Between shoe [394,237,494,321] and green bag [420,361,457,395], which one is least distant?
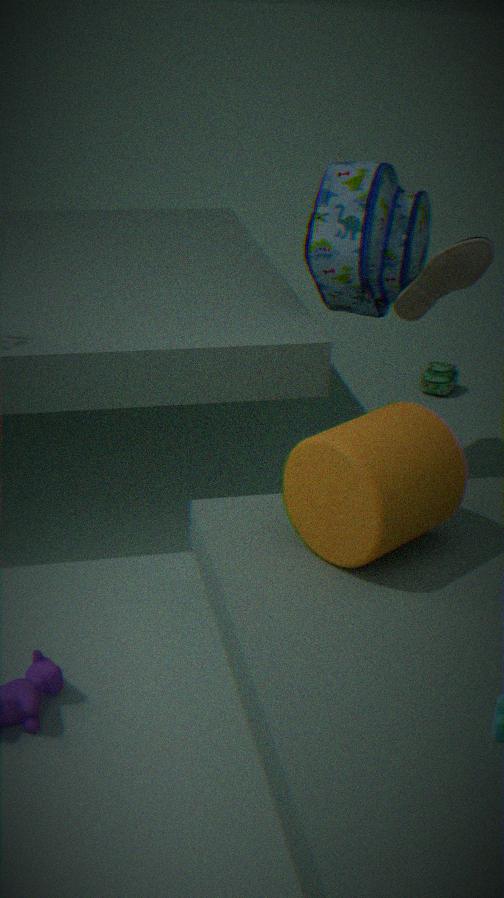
shoe [394,237,494,321]
